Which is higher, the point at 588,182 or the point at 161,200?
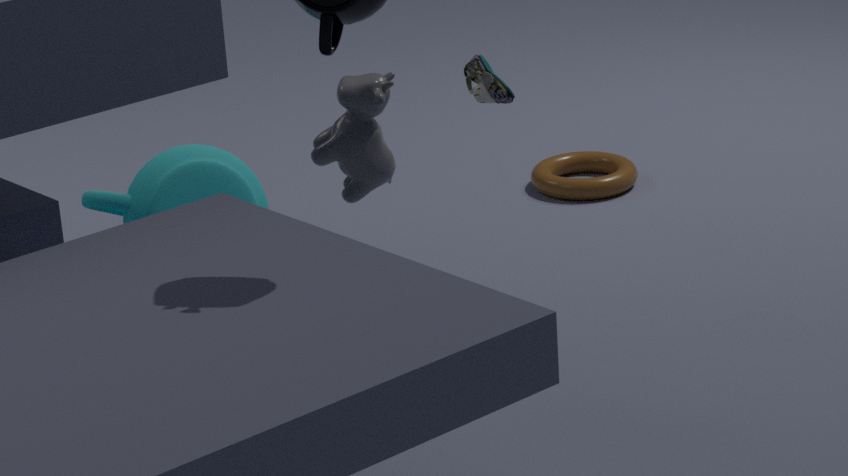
the point at 161,200
